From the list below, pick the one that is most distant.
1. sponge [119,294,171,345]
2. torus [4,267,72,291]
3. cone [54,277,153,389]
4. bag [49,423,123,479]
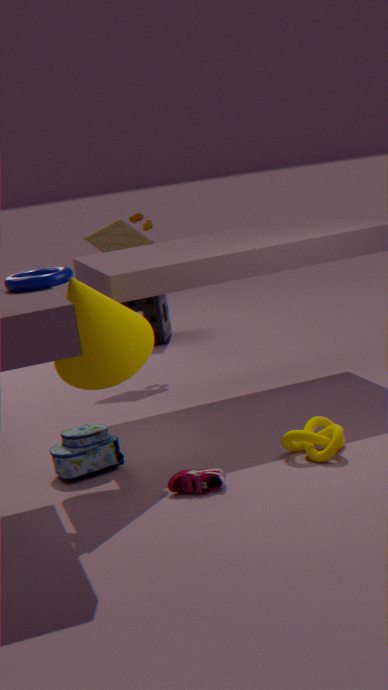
sponge [119,294,171,345]
